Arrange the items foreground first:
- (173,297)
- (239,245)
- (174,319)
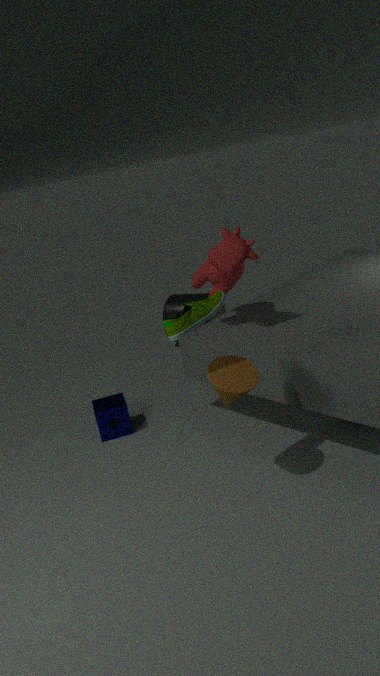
(174,319)
(239,245)
(173,297)
